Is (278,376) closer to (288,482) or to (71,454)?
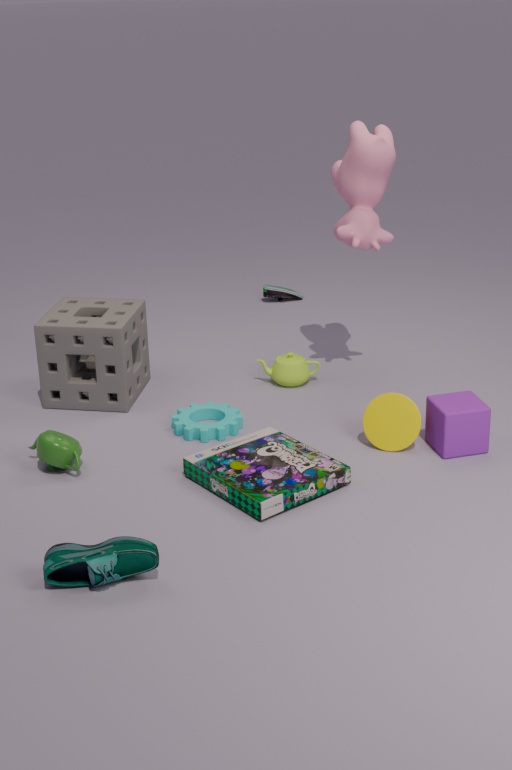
(288,482)
